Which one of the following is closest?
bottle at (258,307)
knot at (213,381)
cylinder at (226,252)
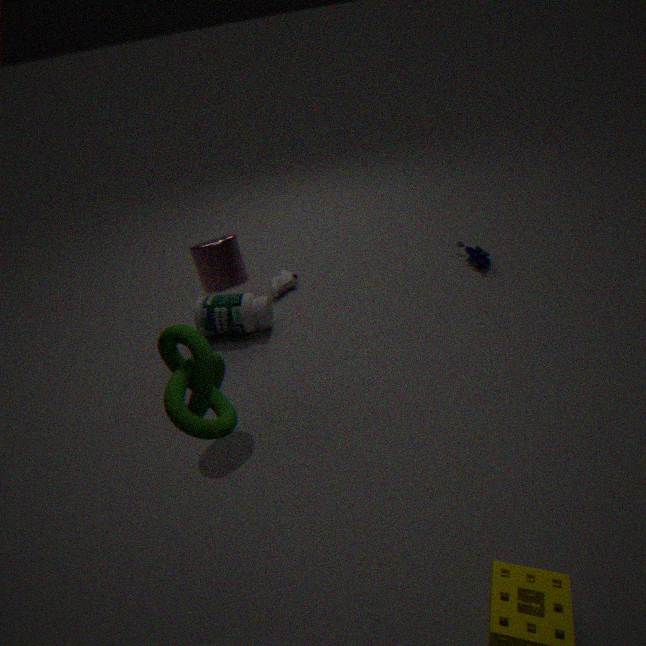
knot at (213,381)
